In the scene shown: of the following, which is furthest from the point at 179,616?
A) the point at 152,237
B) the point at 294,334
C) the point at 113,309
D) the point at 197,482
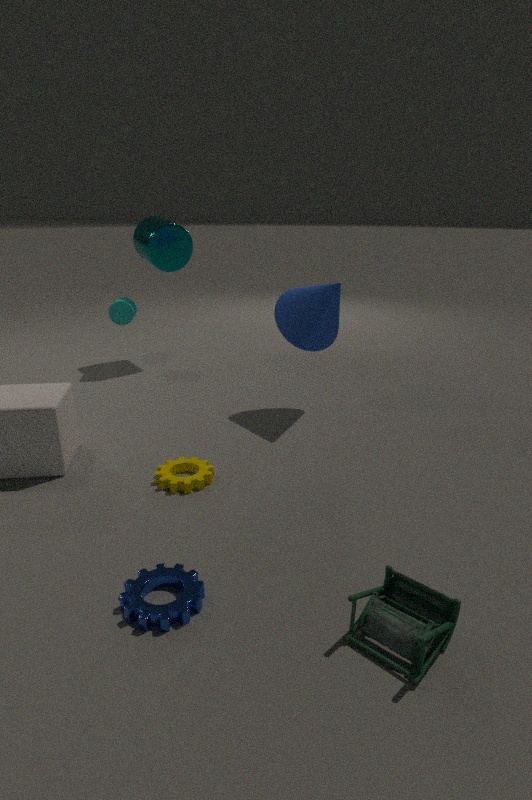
the point at 152,237
